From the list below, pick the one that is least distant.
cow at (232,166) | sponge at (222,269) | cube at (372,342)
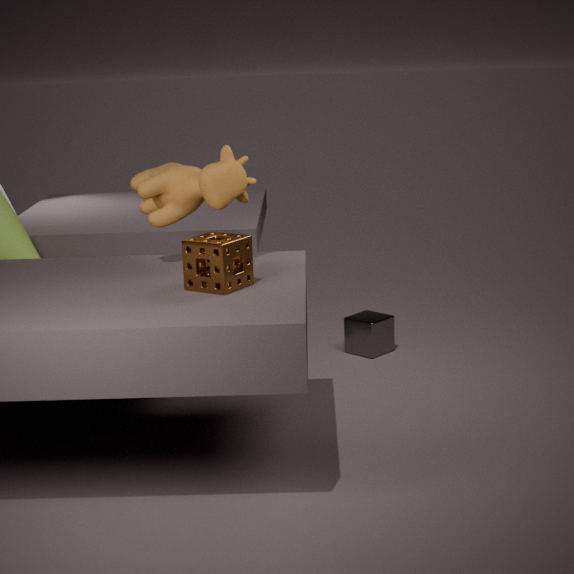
sponge at (222,269)
